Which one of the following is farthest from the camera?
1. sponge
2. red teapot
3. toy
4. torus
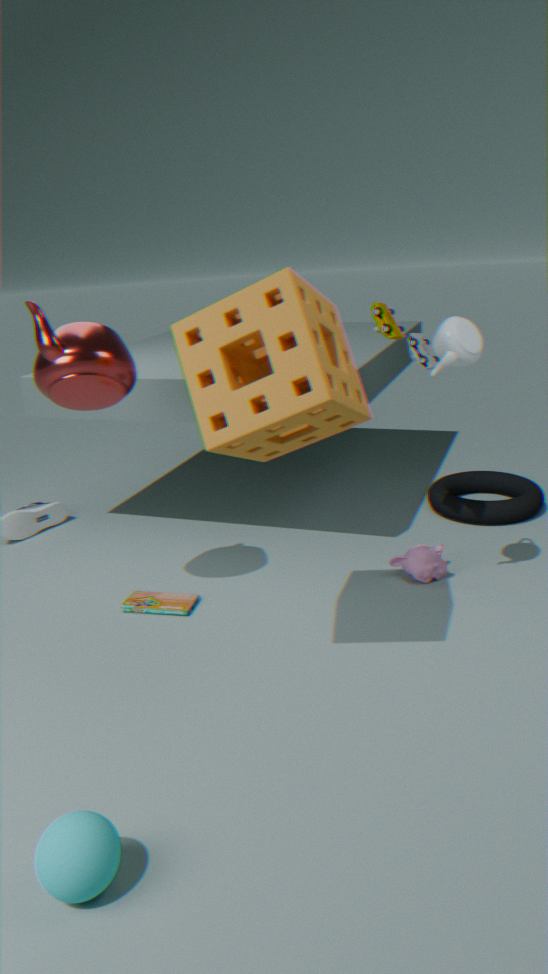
torus
